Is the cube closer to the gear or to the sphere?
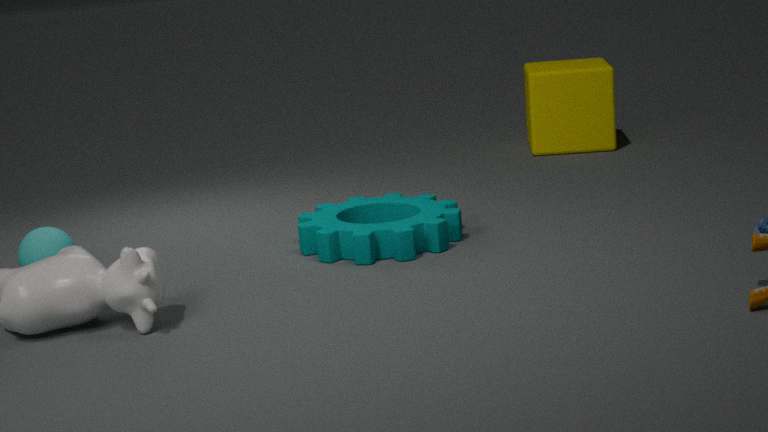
the gear
